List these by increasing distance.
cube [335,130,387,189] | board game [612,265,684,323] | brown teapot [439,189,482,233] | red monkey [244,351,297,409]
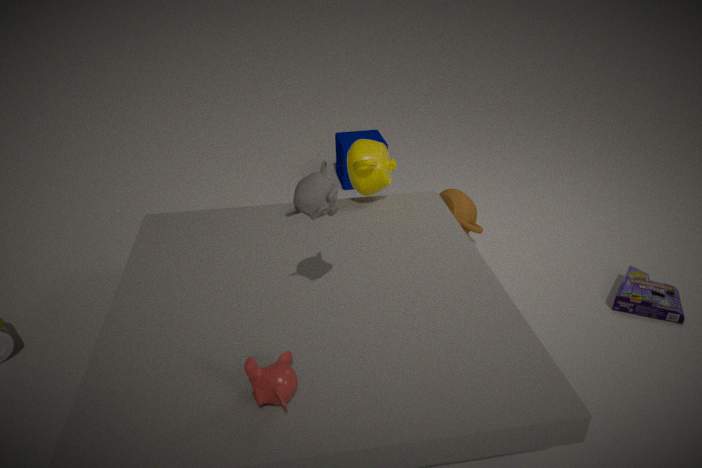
red monkey [244,351,297,409] → board game [612,265,684,323] → brown teapot [439,189,482,233] → cube [335,130,387,189]
